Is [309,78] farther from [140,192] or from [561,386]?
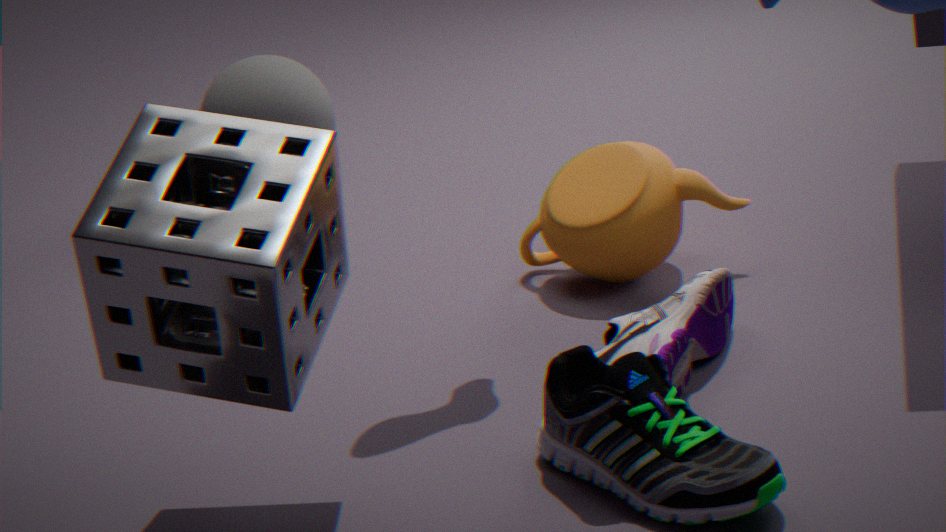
[561,386]
